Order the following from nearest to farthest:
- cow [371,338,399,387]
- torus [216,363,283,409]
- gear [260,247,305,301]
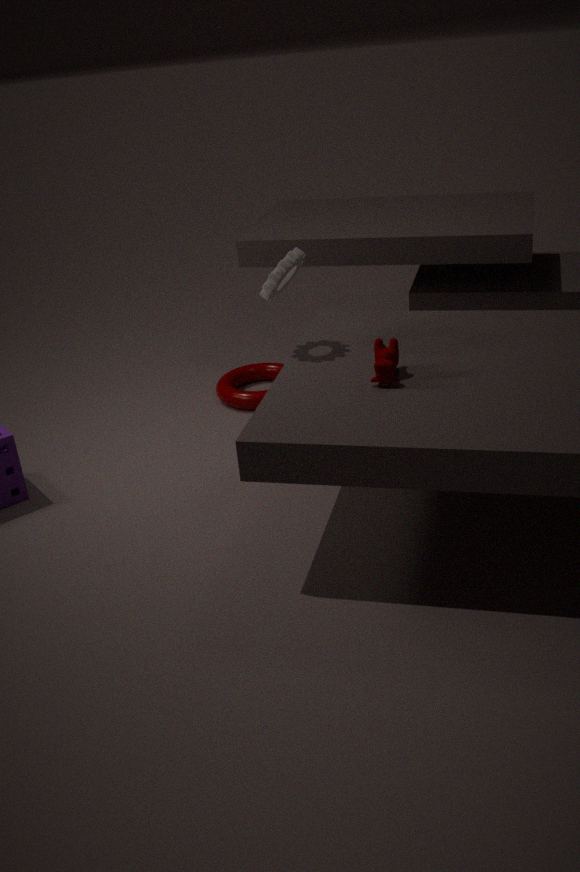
cow [371,338,399,387] < gear [260,247,305,301] < torus [216,363,283,409]
